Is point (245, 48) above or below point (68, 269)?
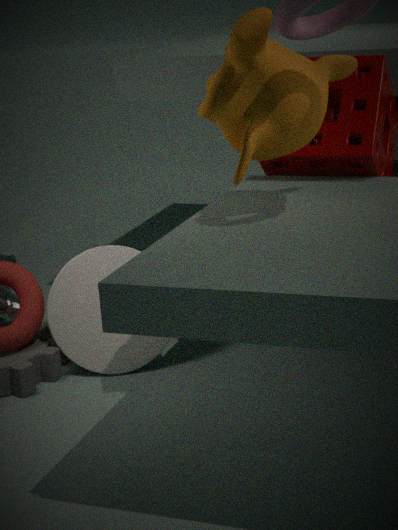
above
